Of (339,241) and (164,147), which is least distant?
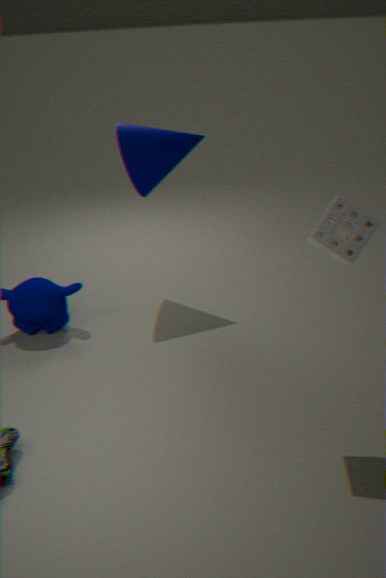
(339,241)
